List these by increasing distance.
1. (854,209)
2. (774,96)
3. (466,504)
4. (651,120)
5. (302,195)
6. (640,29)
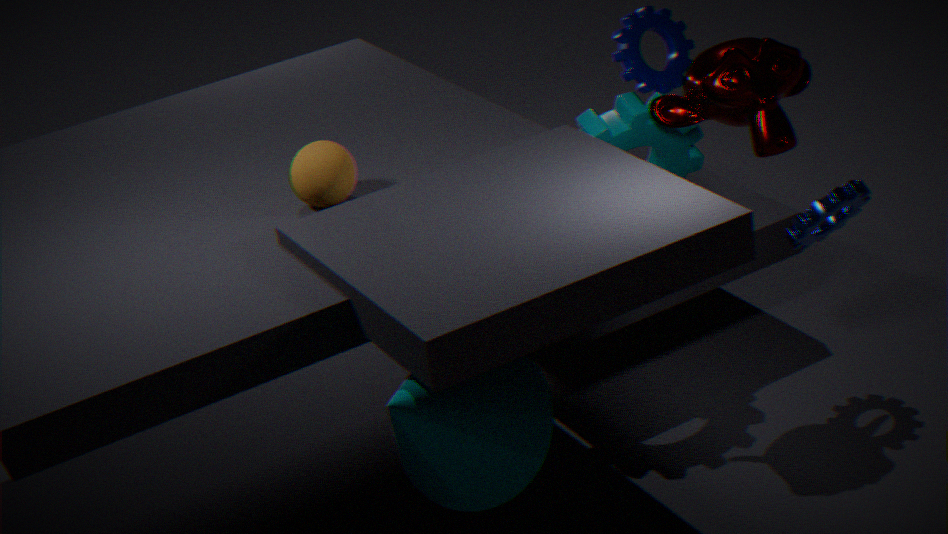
(466,504) < (302,195) < (774,96) < (651,120) < (854,209) < (640,29)
